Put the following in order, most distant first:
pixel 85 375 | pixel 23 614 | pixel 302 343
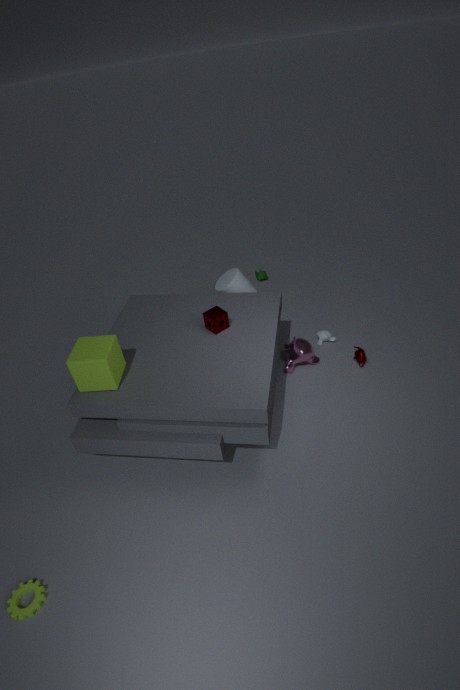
1. pixel 302 343
2. pixel 85 375
3. pixel 23 614
